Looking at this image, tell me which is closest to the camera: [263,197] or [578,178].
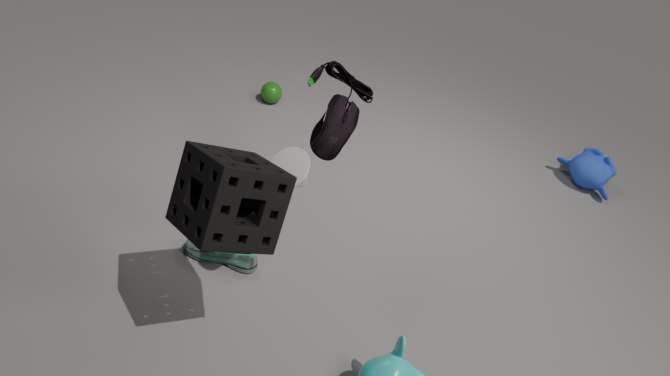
[263,197]
